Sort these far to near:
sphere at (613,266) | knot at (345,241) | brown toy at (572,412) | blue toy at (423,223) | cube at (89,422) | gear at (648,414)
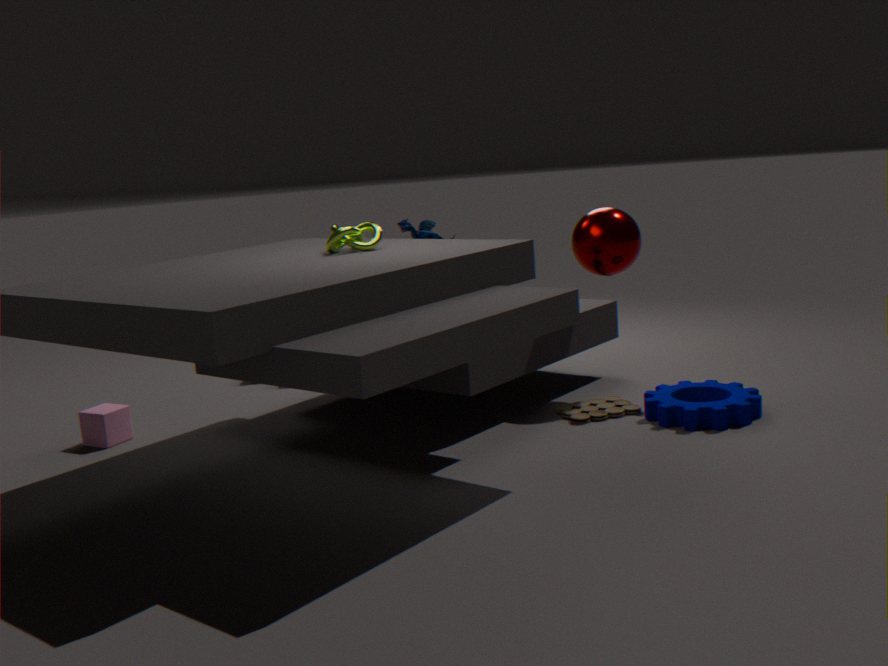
blue toy at (423,223), sphere at (613,266), cube at (89,422), brown toy at (572,412), gear at (648,414), knot at (345,241)
